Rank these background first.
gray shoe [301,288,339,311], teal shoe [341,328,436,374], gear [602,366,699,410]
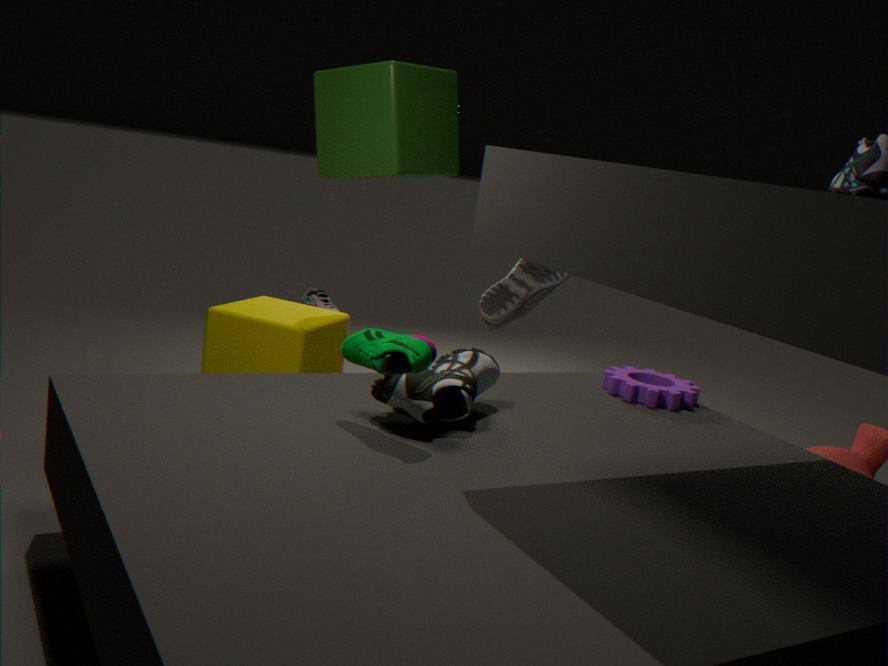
gray shoe [301,288,339,311], gear [602,366,699,410], teal shoe [341,328,436,374]
